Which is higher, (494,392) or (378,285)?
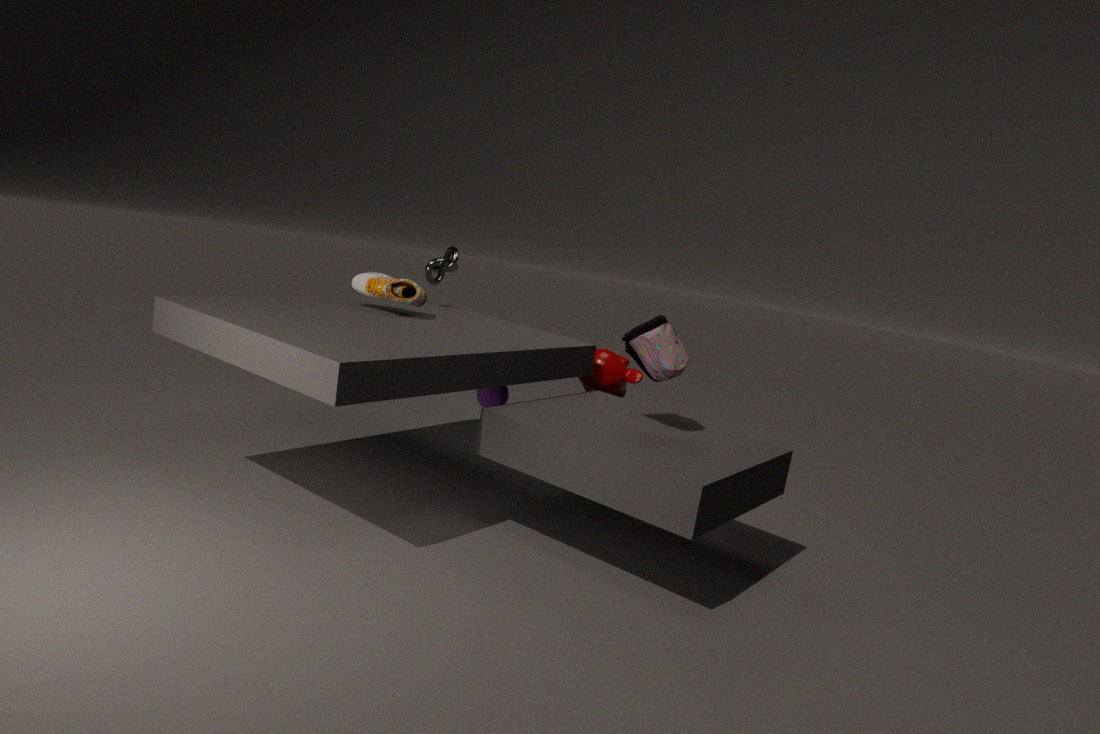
(378,285)
